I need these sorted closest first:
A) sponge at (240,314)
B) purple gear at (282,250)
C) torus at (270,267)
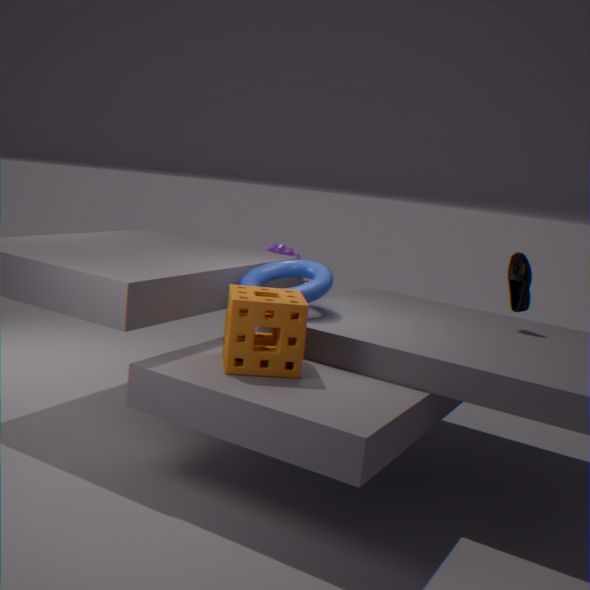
1. sponge at (240,314)
2. torus at (270,267)
3. purple gear at (282,250)
